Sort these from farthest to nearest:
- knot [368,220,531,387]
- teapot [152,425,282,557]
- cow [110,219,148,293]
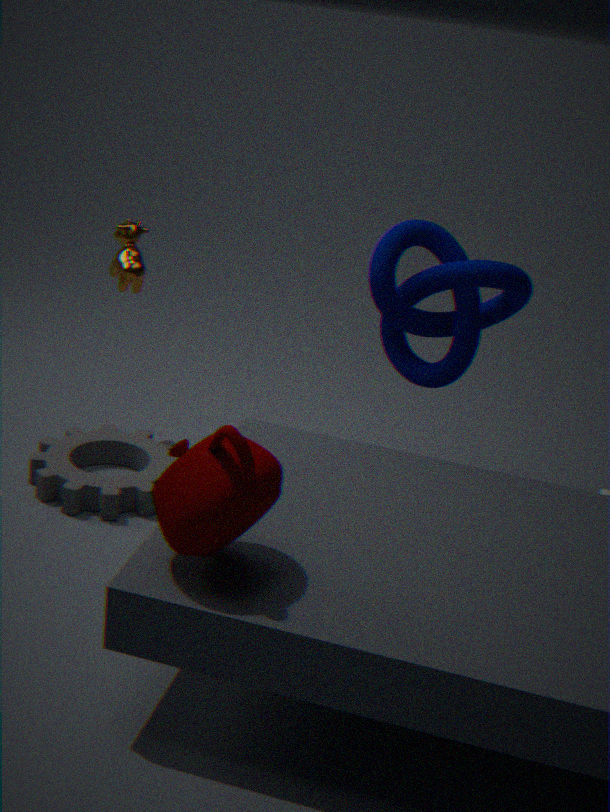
cow [110,219,148,293]
knot [368,220,531,387]
teapot [152,425,282,557]
